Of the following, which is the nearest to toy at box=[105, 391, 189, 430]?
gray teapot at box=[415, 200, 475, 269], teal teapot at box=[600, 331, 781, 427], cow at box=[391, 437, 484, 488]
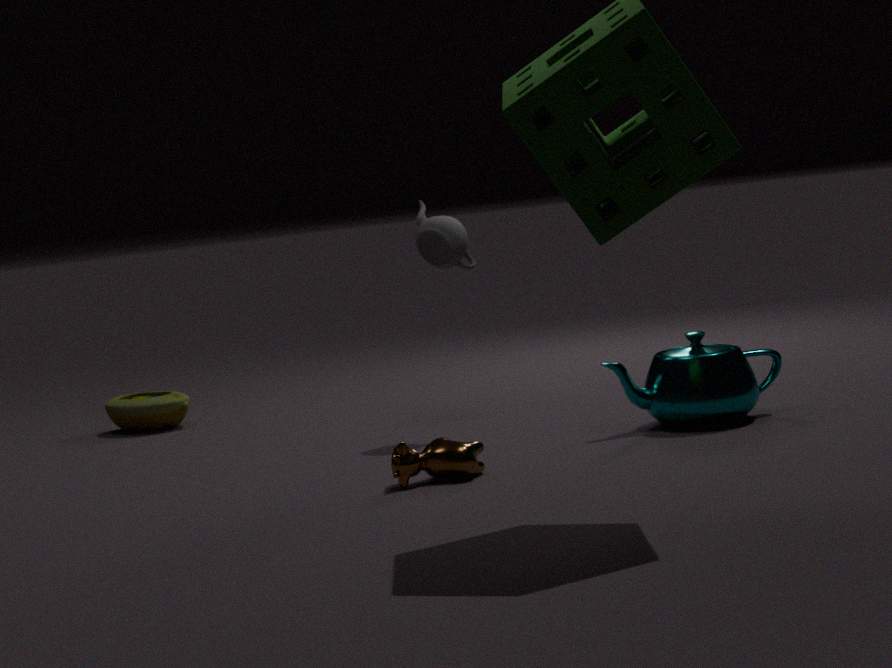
gray teapot at box=[415, 200, 475, 269]
